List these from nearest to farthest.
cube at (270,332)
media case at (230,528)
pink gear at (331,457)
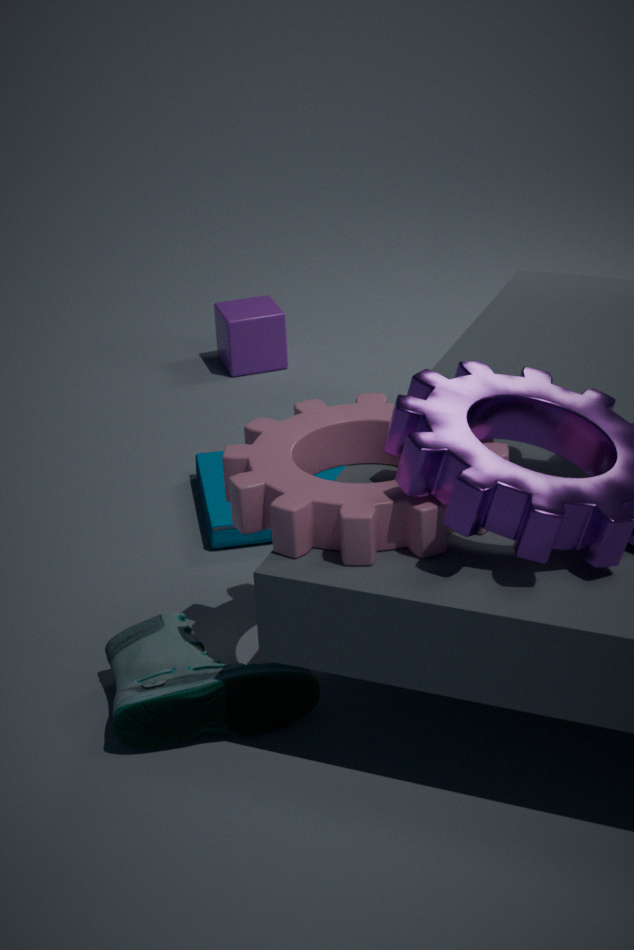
pink gear at (331,457) → media case at (230,528) → cube at (270,332)
